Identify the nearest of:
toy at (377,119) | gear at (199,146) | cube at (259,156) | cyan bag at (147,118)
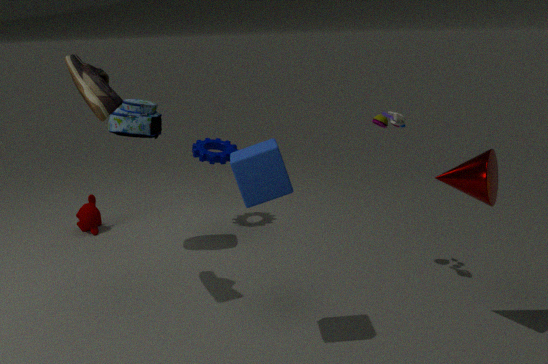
cube at (259,156)
